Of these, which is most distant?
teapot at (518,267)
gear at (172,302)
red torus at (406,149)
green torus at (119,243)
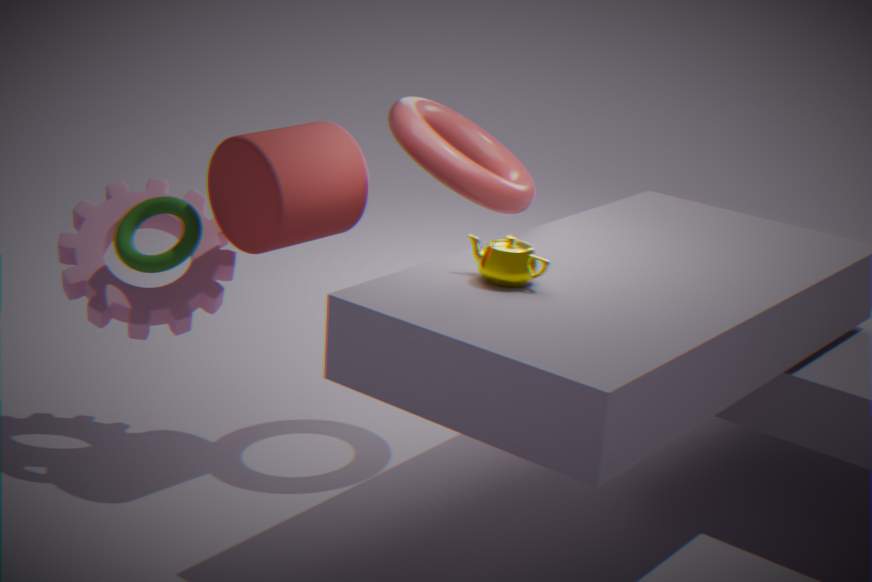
gear at (172,302)
